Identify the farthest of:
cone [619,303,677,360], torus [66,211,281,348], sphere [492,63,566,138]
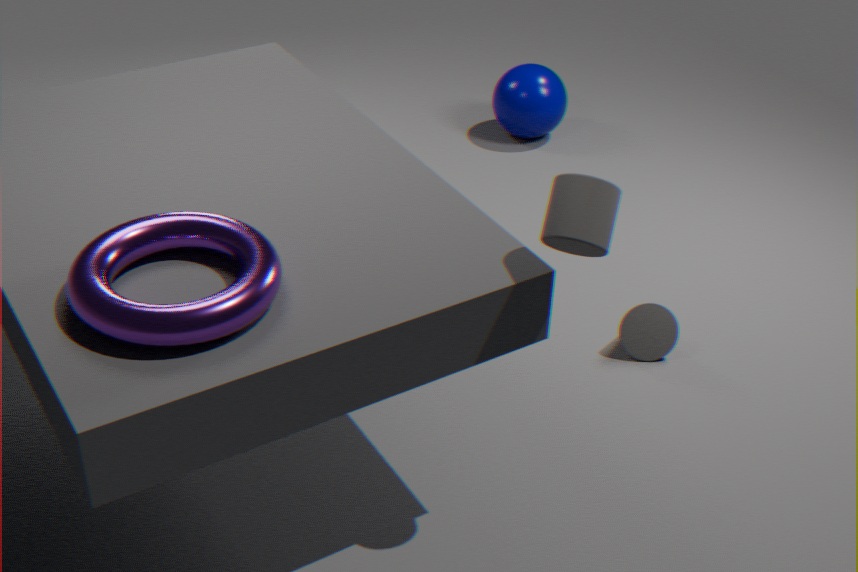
sphere [492,63,566,138]
